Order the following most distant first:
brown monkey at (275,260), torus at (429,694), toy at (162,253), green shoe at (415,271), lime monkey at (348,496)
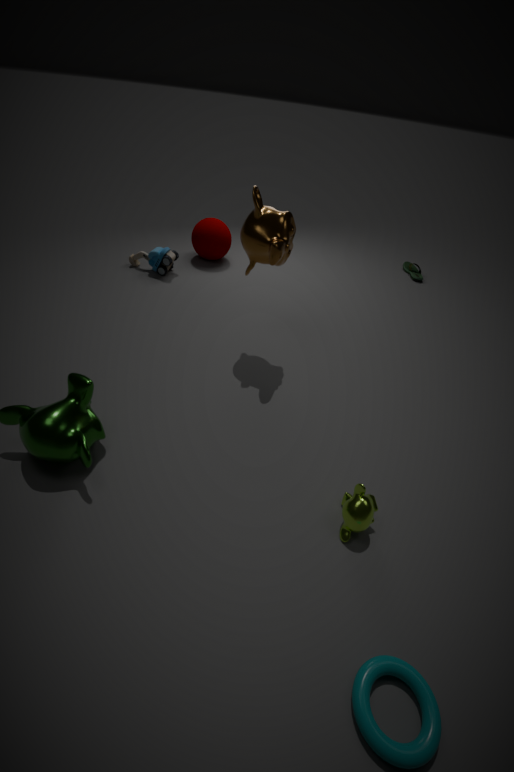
green shoe at (415,271) < toy at (162,253) < brown monkey at (275,260) < lime monkey at (348,496) < torus at (429,694)
